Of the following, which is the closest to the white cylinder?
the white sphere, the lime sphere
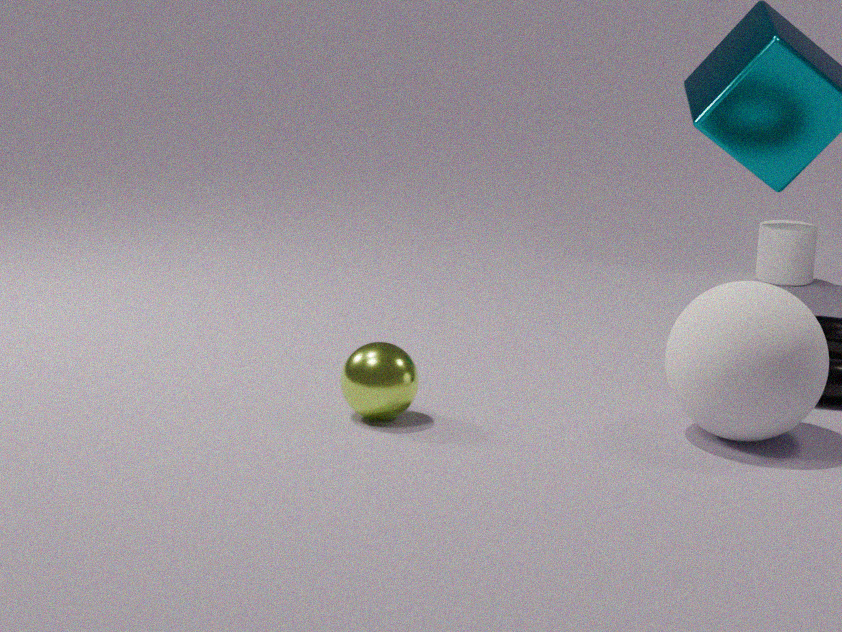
the white sphere
